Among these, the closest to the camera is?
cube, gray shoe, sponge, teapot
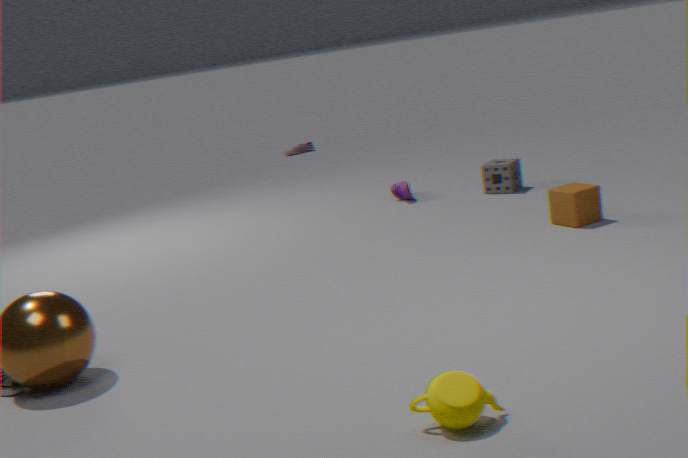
teapot
